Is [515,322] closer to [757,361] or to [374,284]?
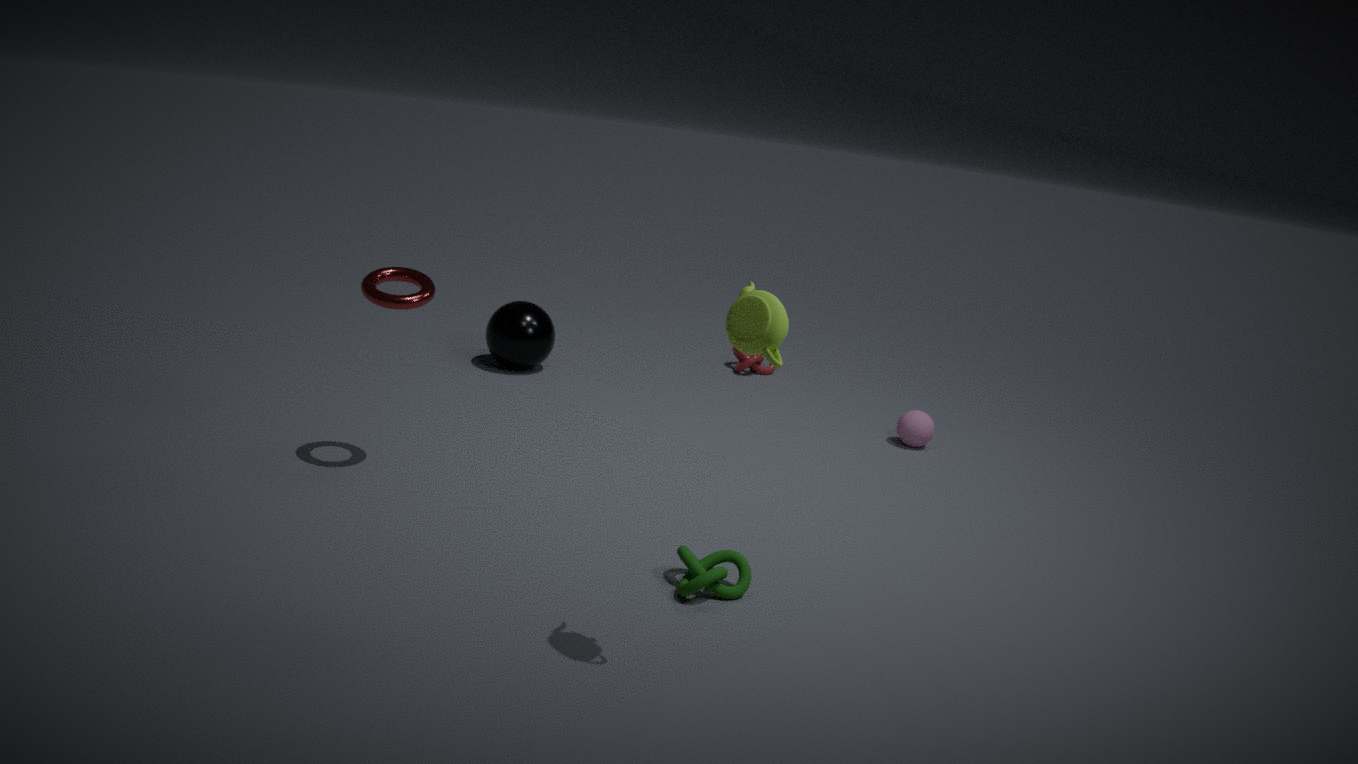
[757,361]
